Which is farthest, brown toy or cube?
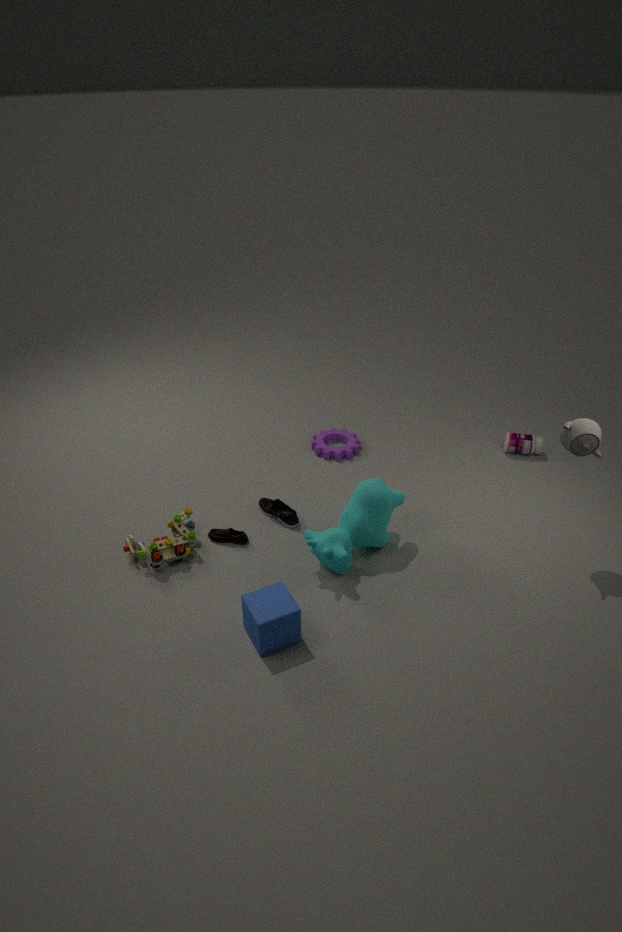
brown toy
